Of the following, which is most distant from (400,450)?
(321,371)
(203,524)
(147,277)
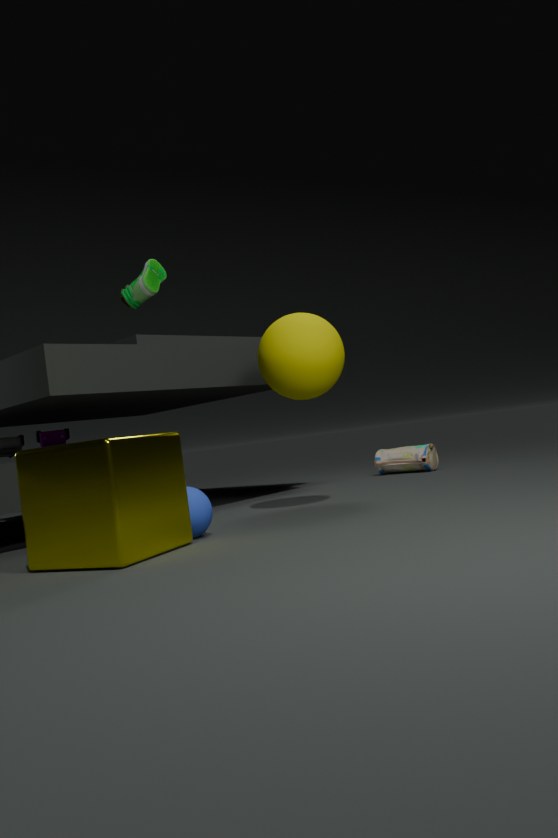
(203,524)
